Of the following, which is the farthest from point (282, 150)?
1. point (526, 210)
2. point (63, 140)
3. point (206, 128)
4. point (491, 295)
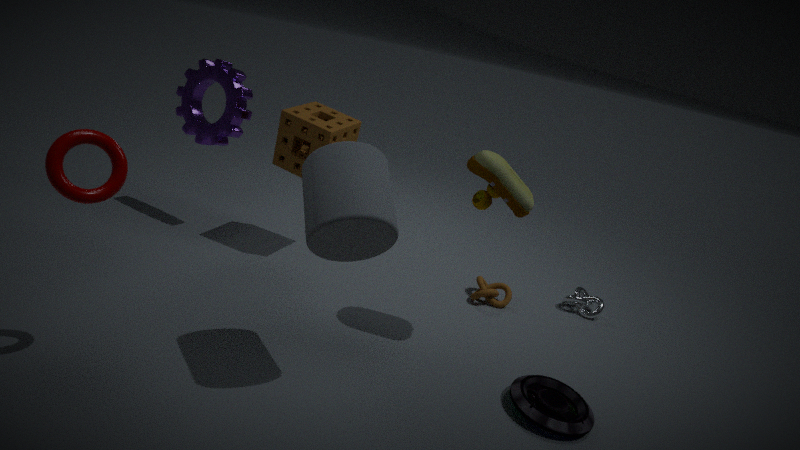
point (63, 140)
